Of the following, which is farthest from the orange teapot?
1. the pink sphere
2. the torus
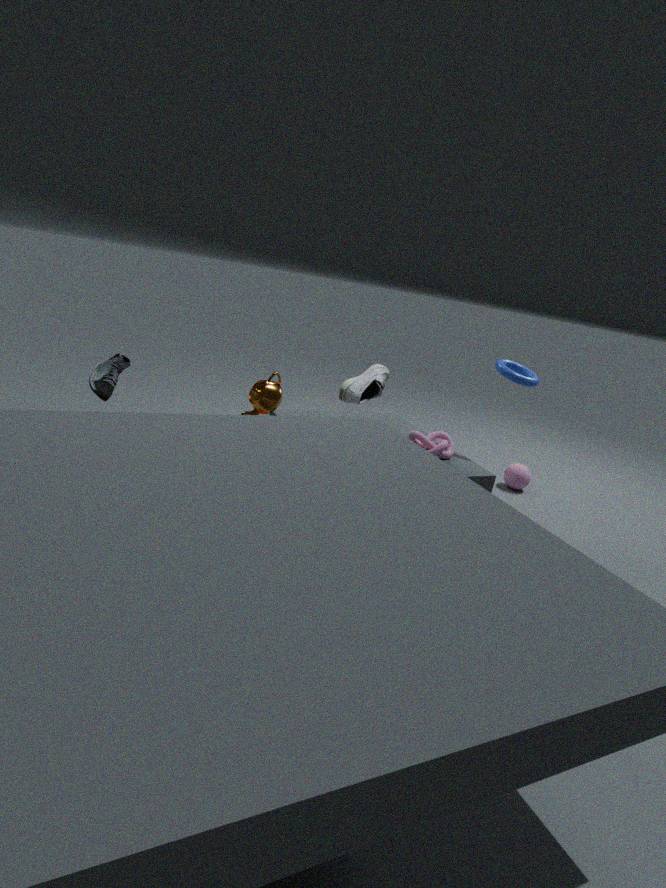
the pink sphere
